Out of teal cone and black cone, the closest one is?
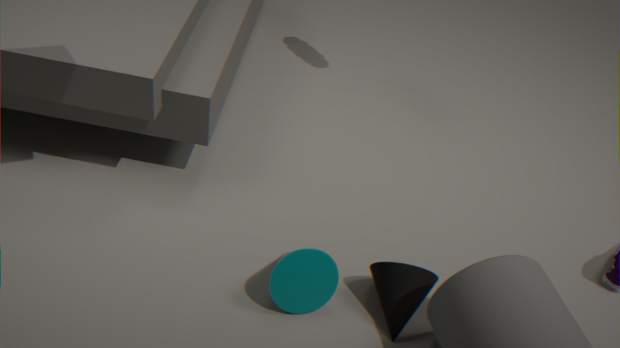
teal cone
